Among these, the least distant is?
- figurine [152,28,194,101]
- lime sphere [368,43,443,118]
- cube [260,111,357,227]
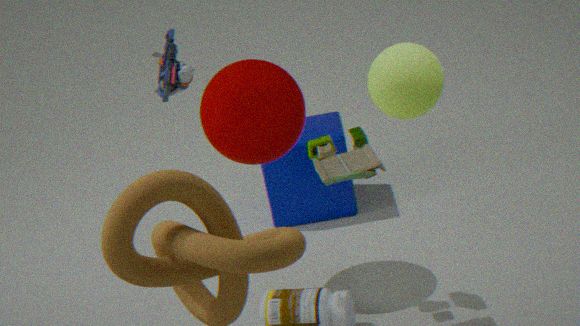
lime sphere [368,43,443,118]
